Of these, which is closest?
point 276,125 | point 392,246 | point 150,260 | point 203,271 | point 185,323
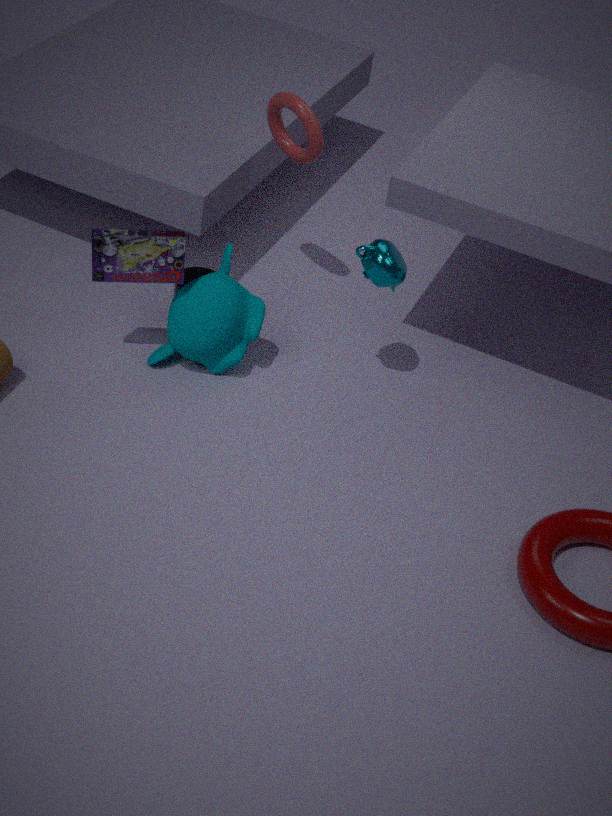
point 150,260
